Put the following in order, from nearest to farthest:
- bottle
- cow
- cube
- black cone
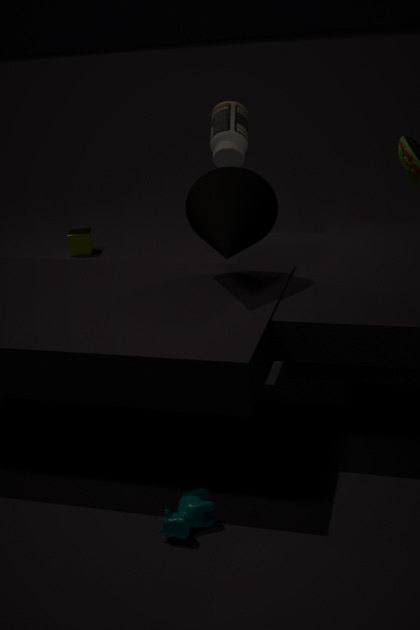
1. cow
2. black cone
3. bottle
4. cube
